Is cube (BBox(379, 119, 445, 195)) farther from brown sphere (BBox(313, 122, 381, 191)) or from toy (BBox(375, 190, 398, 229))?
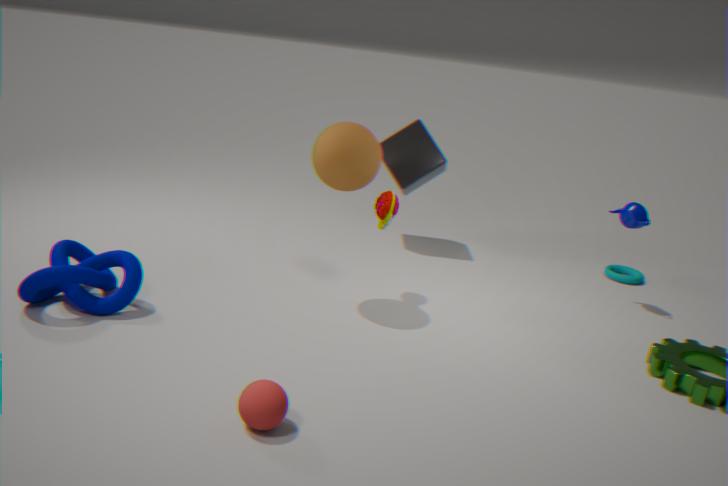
brown sphere (BBox(313, 122, 381, 191))
